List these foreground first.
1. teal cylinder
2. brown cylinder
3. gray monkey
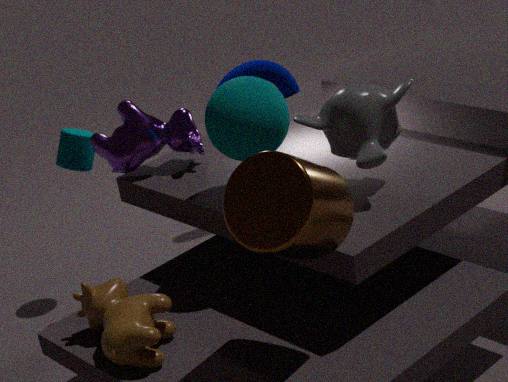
brown cylinder, gray monkey, teal cylinder
